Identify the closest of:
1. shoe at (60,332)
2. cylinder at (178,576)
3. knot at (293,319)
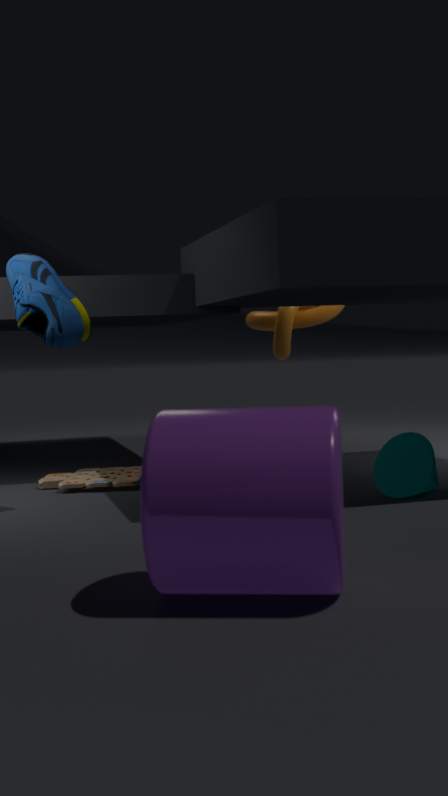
cylinder at (178,576)
